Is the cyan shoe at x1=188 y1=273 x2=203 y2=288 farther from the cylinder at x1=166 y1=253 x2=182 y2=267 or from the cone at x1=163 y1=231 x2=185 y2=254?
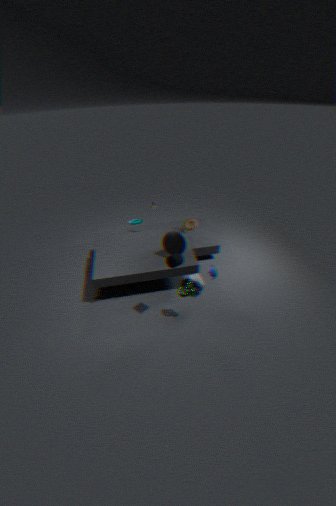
the cylinder at x1=166 y1=253 x2=182 y2=267
